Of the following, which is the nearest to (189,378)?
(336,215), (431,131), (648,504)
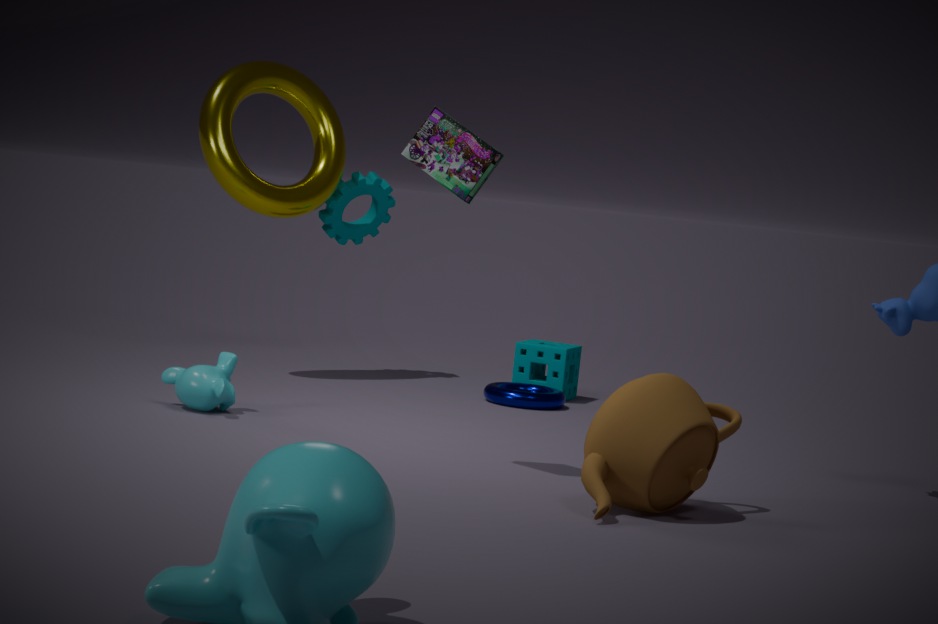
(431,131)
